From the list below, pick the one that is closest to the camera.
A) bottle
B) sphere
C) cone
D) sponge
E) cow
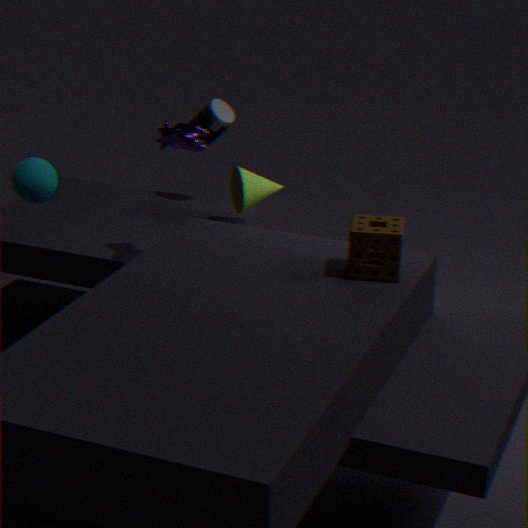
sponge
